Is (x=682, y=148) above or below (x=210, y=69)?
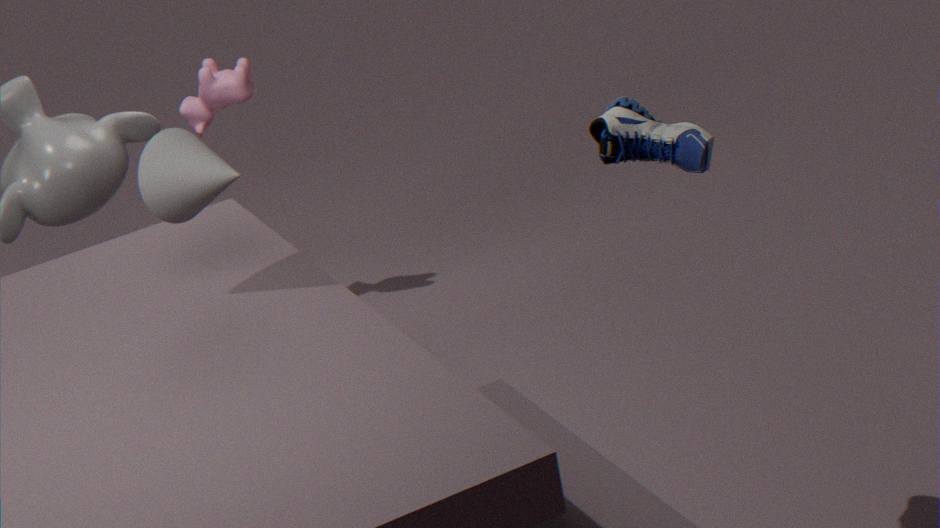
above
